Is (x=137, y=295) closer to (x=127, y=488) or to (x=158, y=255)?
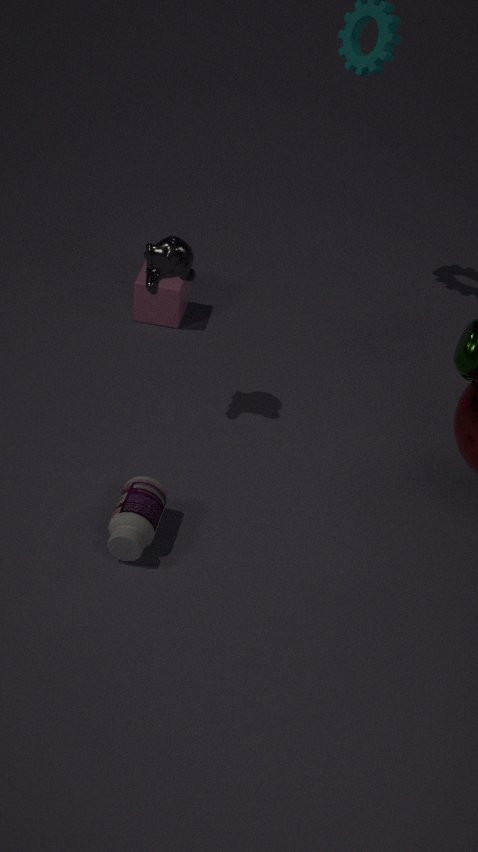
(x=158, y=255)
